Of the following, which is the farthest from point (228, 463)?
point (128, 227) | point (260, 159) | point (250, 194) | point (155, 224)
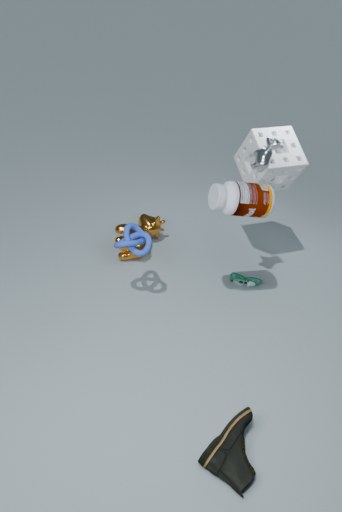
point (155, 224)
